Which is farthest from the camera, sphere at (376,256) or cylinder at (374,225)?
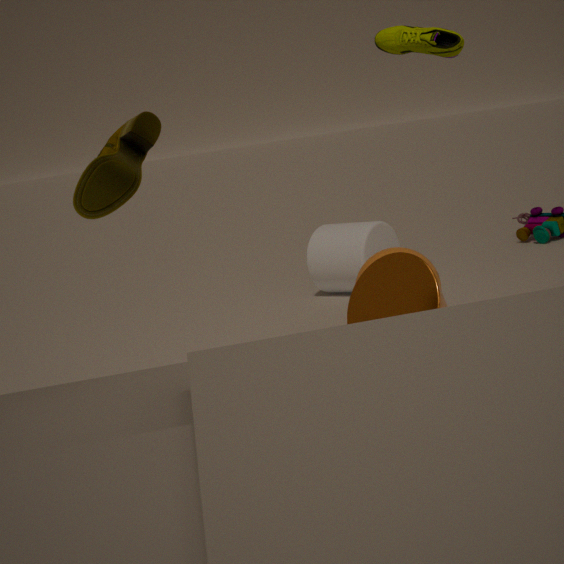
cylinder at (374,225)
